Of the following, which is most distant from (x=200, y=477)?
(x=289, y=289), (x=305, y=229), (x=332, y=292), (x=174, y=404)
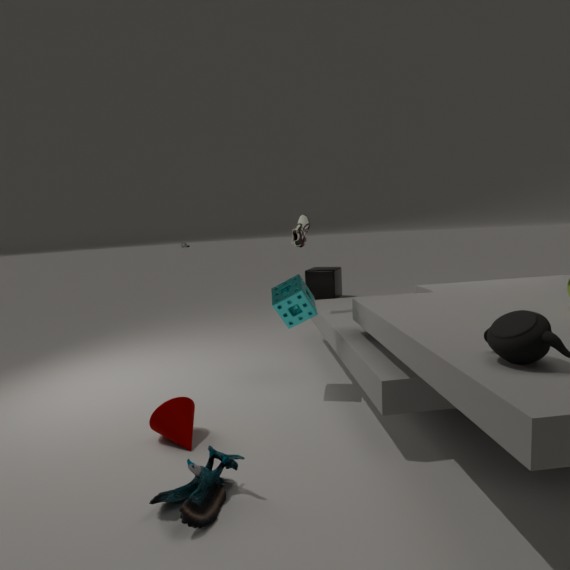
(x=332, y=292)
